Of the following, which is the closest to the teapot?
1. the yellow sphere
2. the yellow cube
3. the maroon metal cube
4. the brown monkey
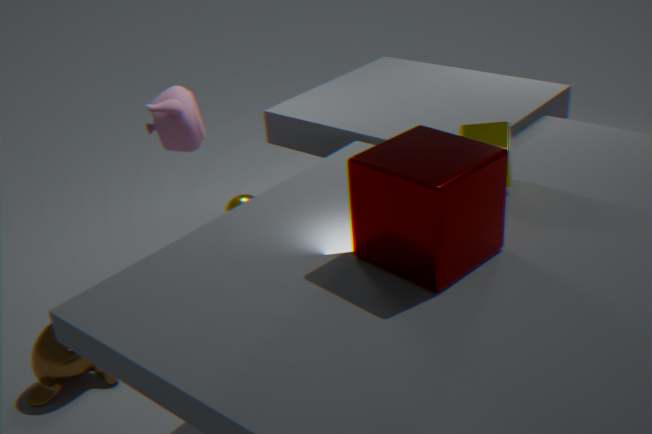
the yellow sphere
